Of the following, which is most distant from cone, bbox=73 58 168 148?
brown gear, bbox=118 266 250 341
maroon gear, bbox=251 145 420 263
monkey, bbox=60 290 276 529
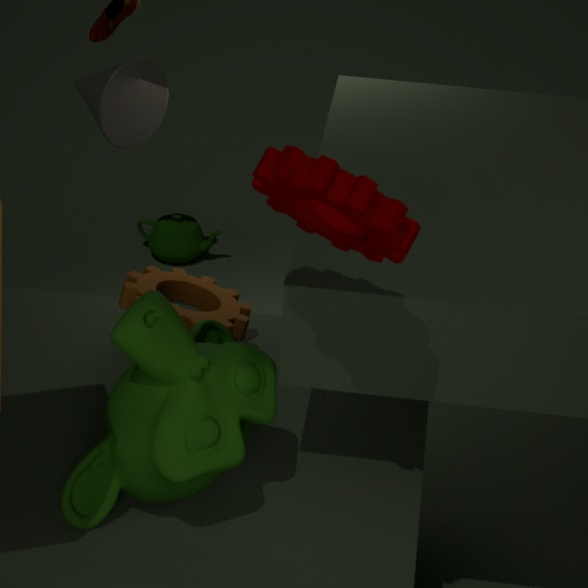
maroon gear, bbox=251 145 420 263
